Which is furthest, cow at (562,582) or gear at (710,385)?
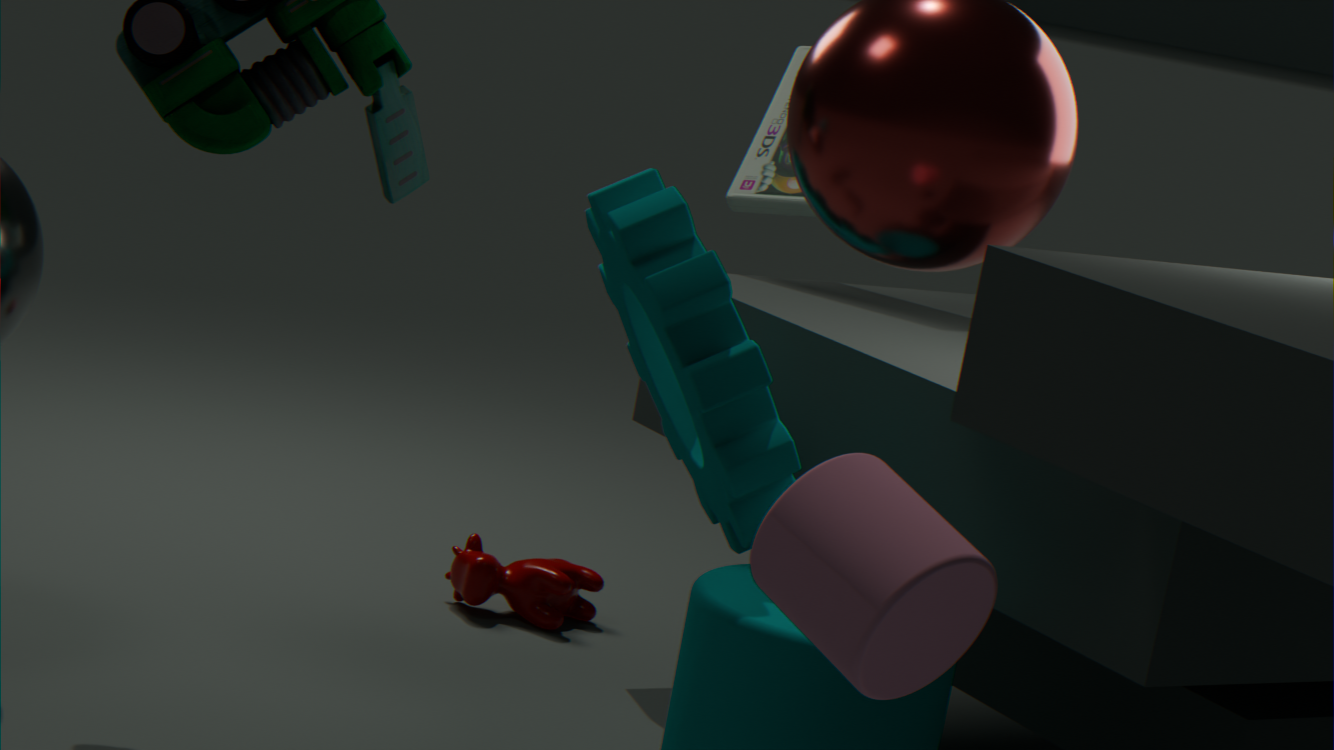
cow at (562,582)
